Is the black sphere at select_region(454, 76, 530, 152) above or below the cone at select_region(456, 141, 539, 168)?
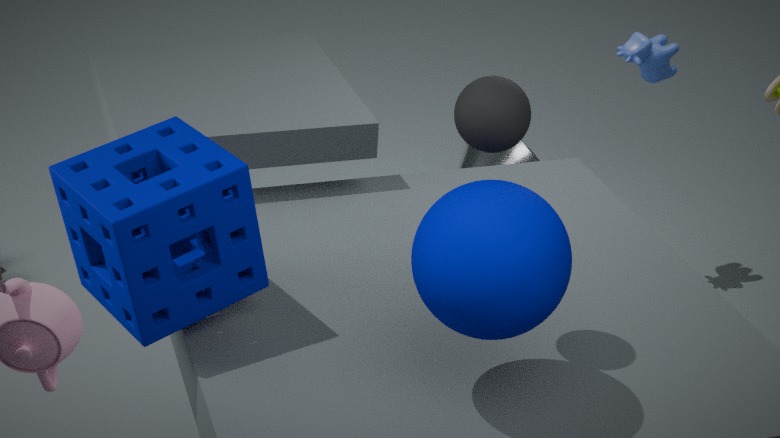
above
